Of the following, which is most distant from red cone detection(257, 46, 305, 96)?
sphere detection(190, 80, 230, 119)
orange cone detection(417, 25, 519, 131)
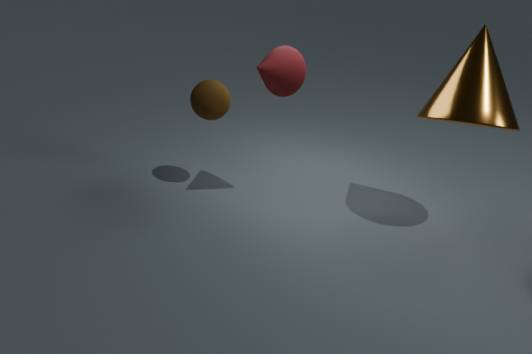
orange cone detection(417, 25, 519, 131)
